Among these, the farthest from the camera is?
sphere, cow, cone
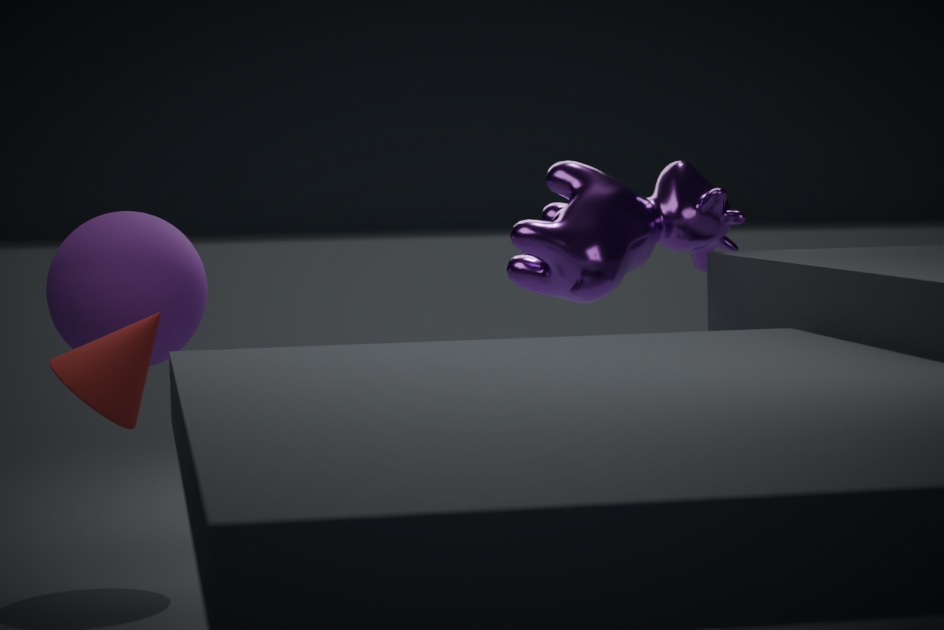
sphere
